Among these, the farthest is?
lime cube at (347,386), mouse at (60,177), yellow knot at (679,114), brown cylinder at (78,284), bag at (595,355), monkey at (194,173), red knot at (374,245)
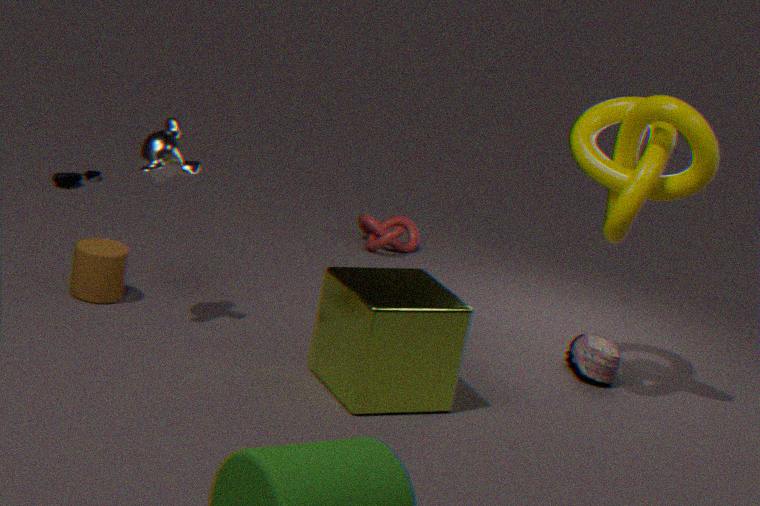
mouse at (60,177)
